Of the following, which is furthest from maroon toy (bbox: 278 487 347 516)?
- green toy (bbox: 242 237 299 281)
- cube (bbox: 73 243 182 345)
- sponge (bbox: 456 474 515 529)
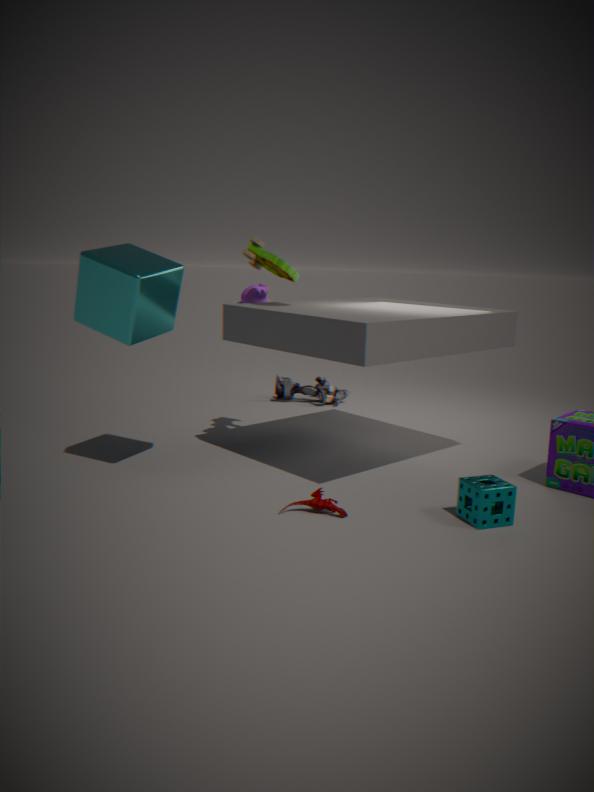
green toy (bbox: 242 237 299 281)
